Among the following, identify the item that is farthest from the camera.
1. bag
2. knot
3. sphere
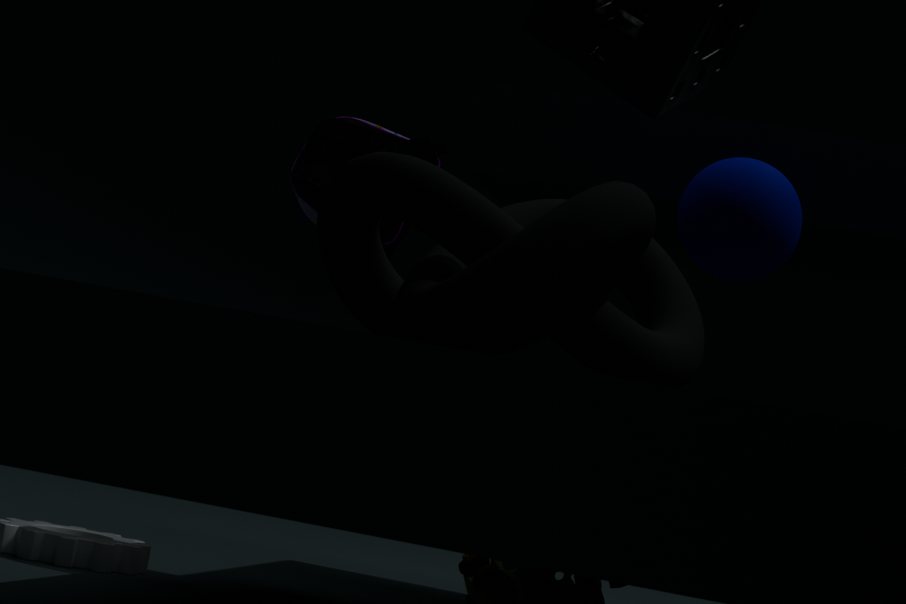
bag
